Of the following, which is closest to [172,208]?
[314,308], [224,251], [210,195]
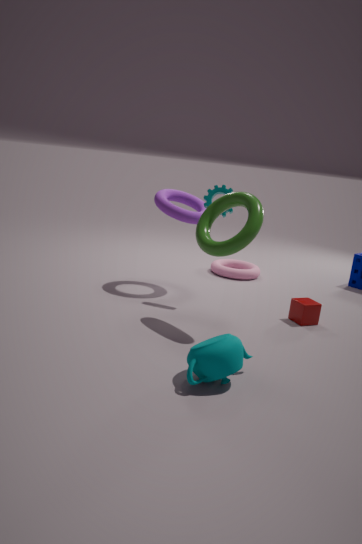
[210,195]
